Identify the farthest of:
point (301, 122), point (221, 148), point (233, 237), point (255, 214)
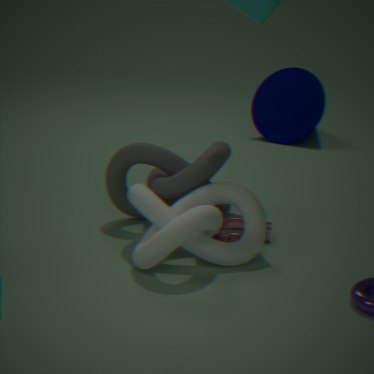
point (301, 122)
